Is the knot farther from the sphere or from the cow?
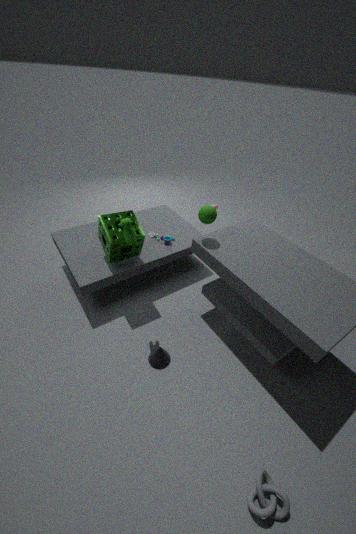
the sphere
